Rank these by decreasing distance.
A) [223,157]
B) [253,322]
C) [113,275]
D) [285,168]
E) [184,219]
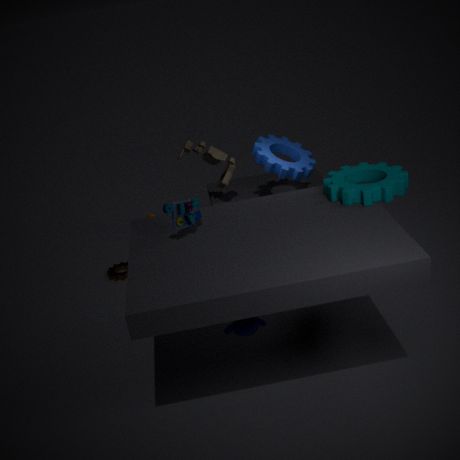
1. [113,275]
2. [223,157]
3. [285,168]
4. [184,219]
5. [253,322]
